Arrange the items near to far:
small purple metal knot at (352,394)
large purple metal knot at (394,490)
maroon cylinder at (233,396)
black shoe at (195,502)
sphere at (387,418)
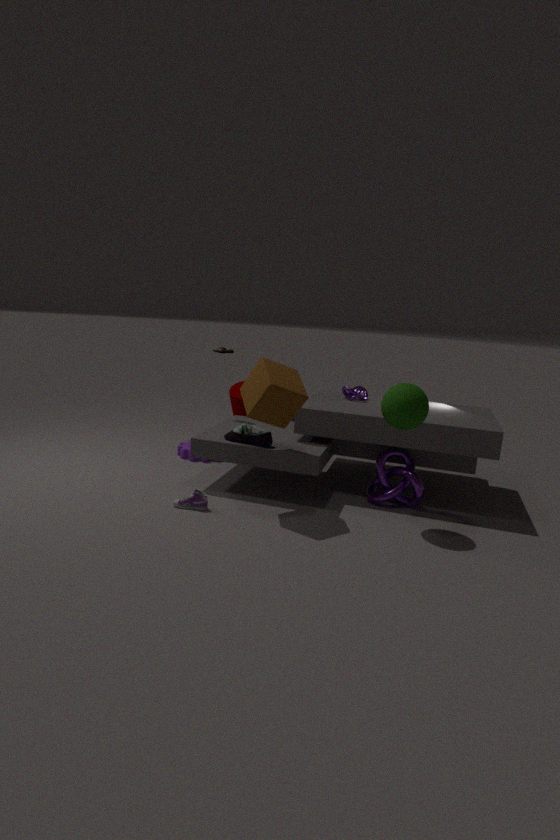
sphere at (387,418), black shoe at (195,502), large purple metal knot at (394,490), small purple metal knot at (352,394), maroon cylinder at (233,396)
